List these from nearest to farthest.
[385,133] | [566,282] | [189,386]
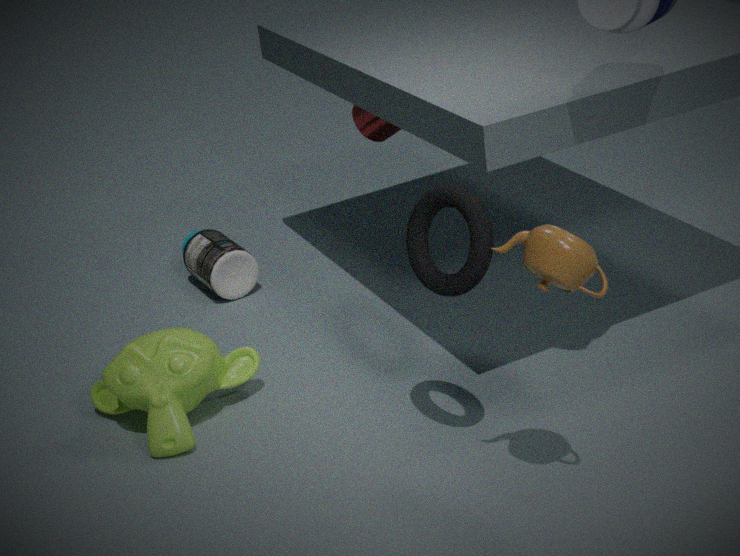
[566,282], [189,386], [385,133]
